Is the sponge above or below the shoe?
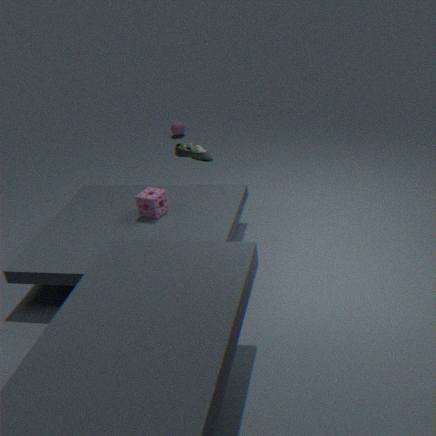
below
